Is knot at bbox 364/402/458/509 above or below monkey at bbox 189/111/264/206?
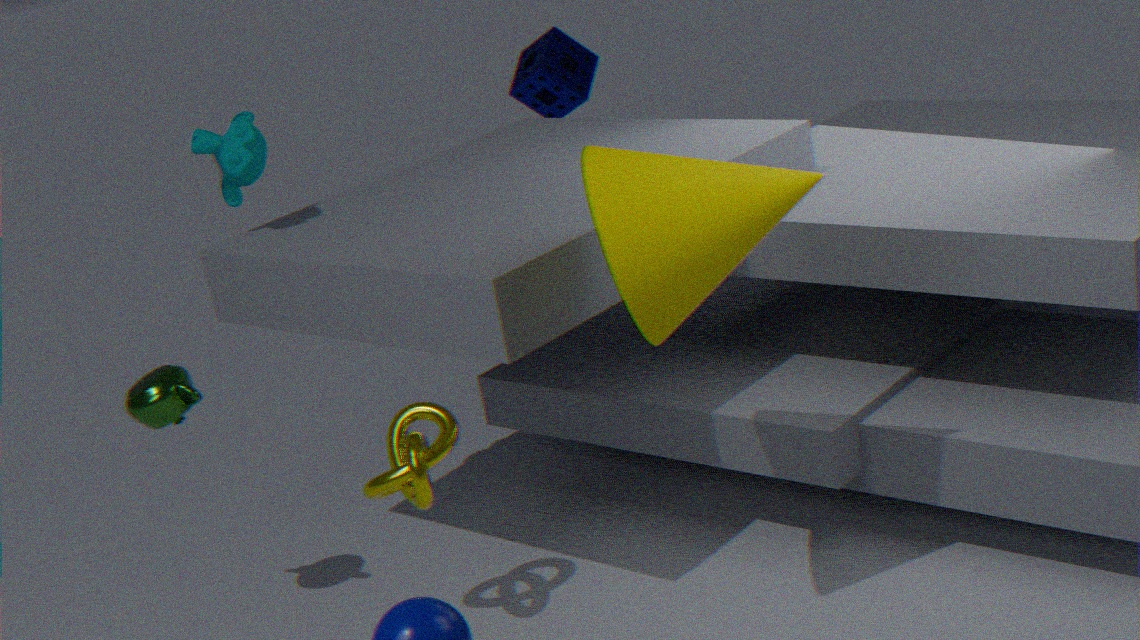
below
